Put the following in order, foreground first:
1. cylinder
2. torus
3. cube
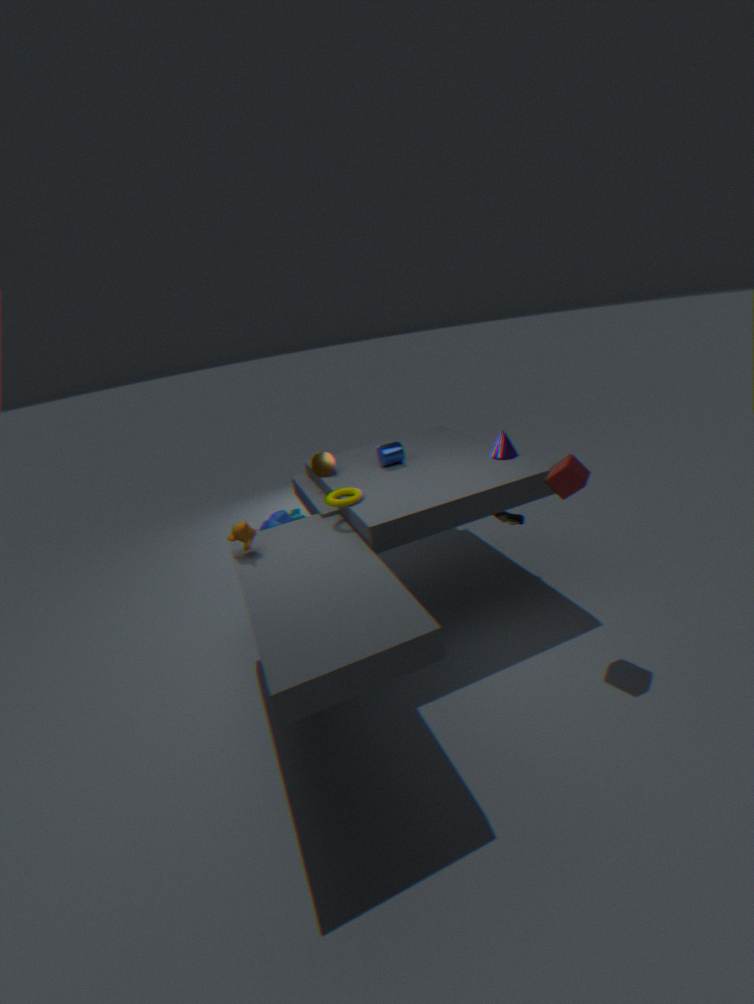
1. cube
2. torus
3. cylinder
